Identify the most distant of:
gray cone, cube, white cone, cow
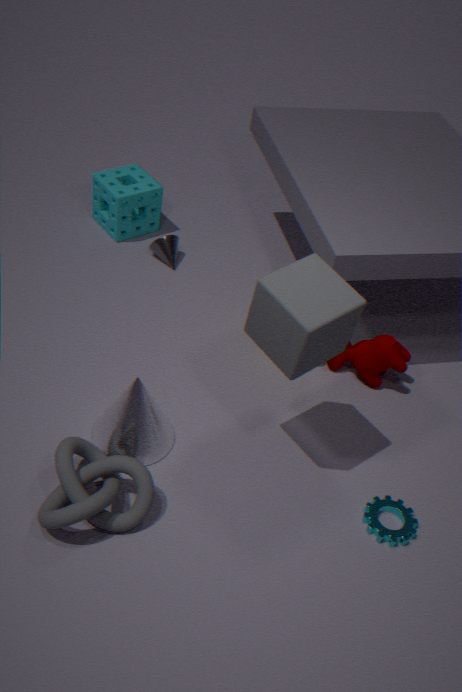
gray cone
